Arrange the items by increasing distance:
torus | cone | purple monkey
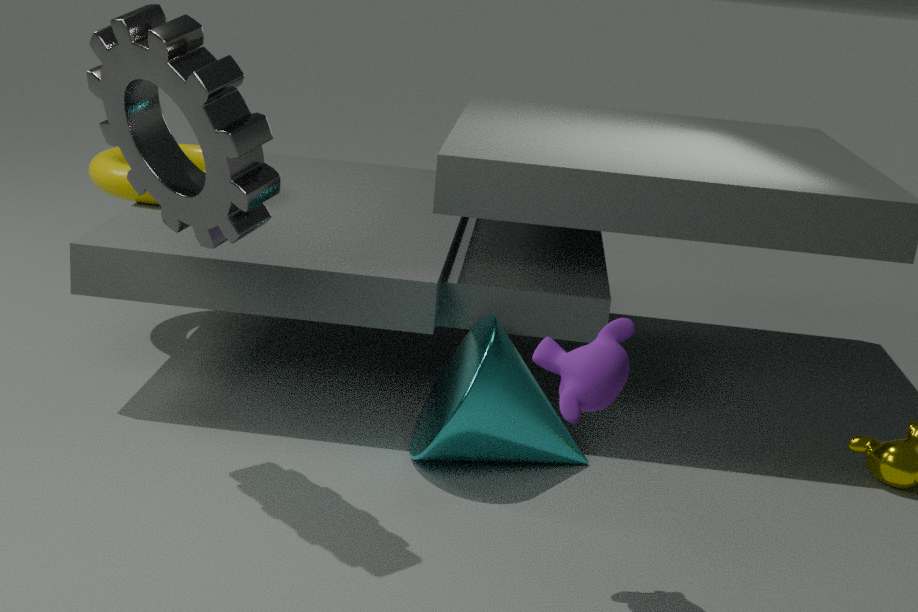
purple monkey
cone
torus
